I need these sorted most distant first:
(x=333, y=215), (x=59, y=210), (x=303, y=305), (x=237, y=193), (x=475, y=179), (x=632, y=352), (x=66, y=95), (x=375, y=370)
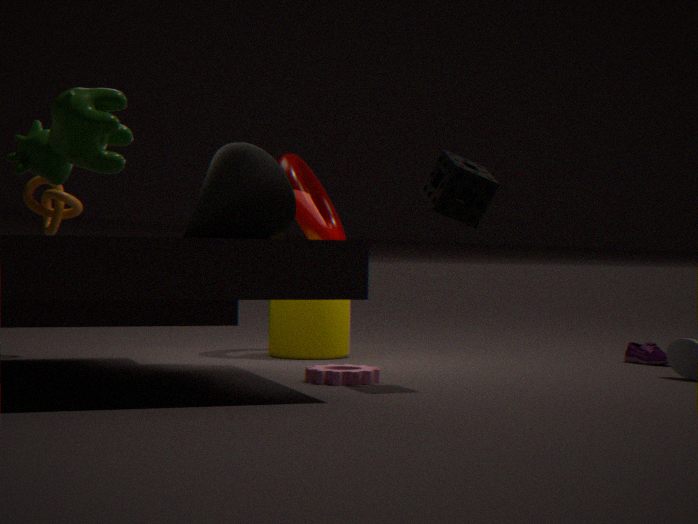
(x=333, y=215), (x=632, y=352), (x=59, y=210), (x=303, y=305), (x=237, y=193), (x=375, y=370), (x=475, y=179), (x=66, y=95)
